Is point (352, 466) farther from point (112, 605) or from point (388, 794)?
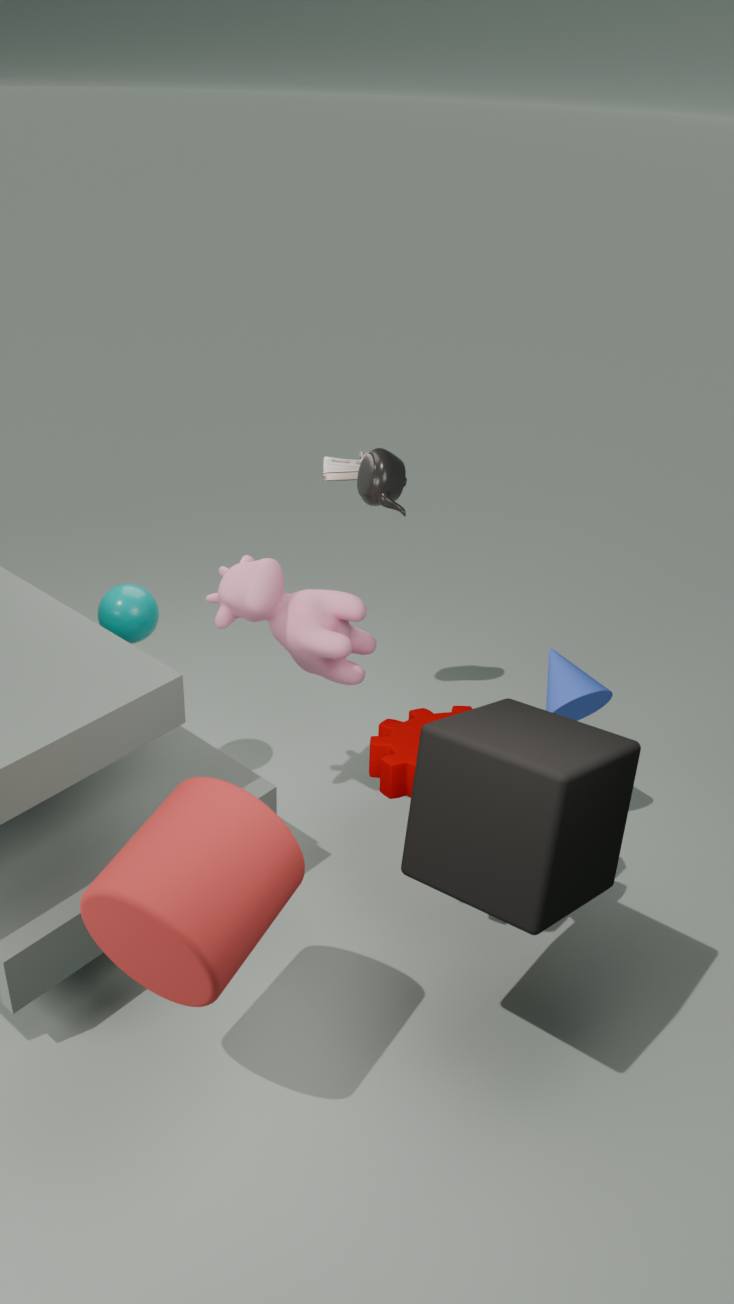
point (388, 794)
